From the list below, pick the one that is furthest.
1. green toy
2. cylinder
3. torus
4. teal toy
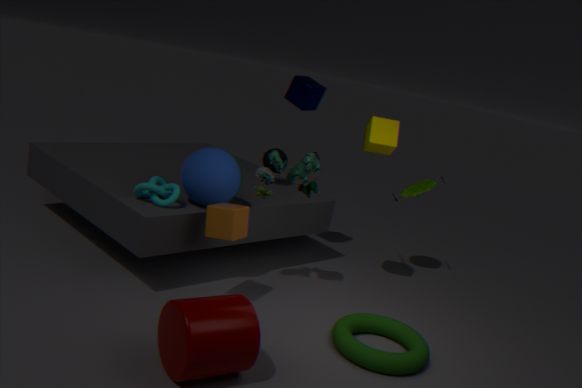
green toy
